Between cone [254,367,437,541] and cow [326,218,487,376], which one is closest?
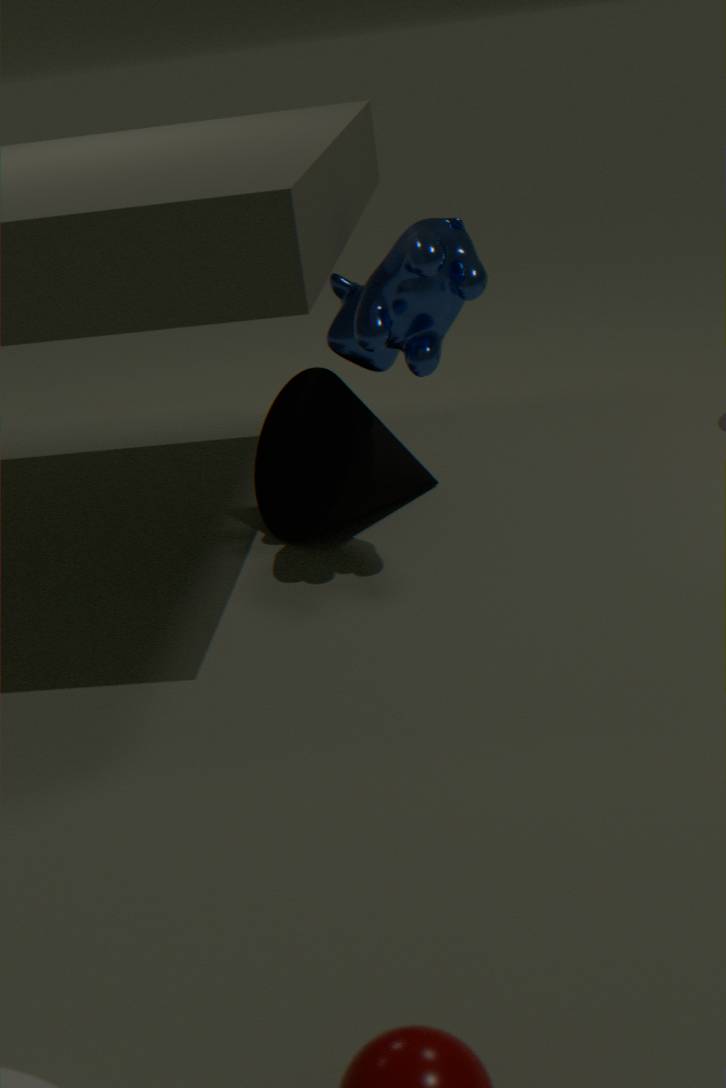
cow [326,218,487,376]
